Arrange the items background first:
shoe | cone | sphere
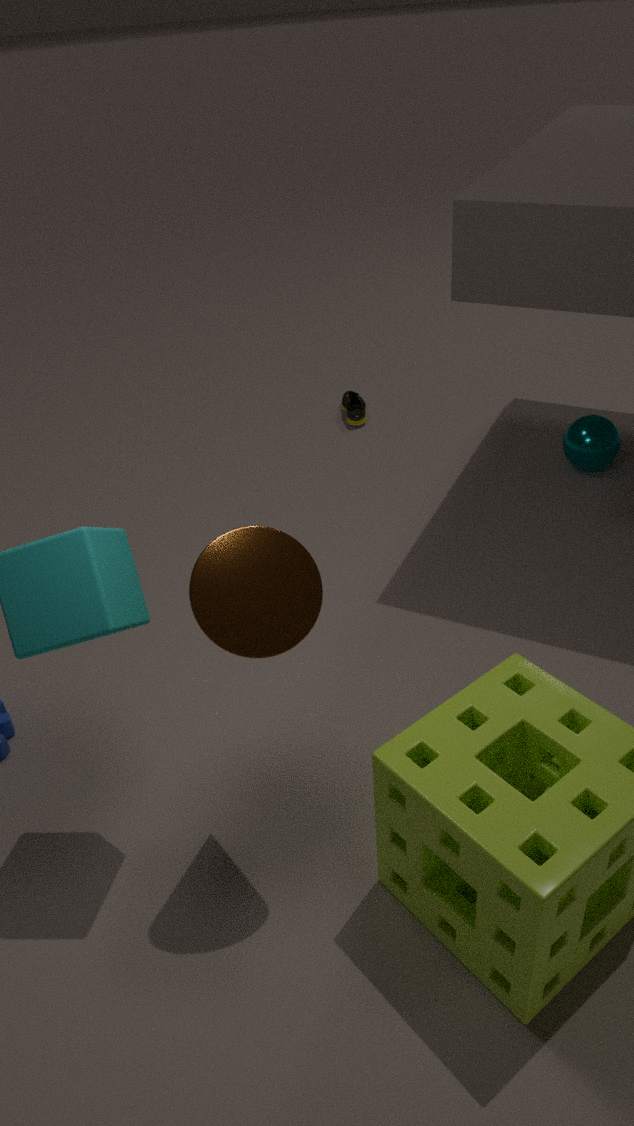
shoe → sphere → cone
